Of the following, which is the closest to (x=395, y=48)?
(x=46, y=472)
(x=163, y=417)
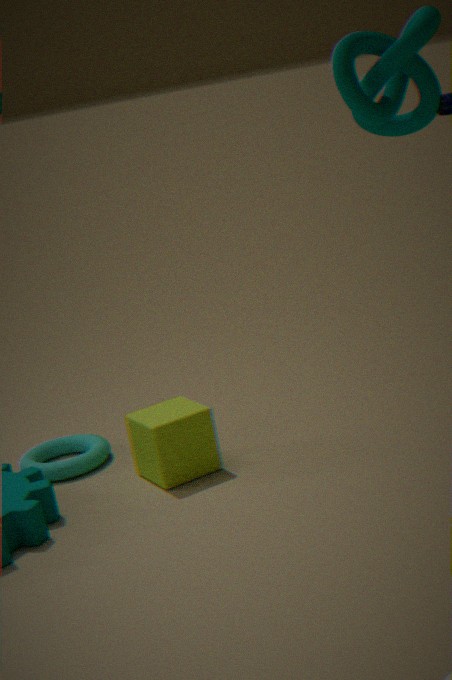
(x=163, y=417)
